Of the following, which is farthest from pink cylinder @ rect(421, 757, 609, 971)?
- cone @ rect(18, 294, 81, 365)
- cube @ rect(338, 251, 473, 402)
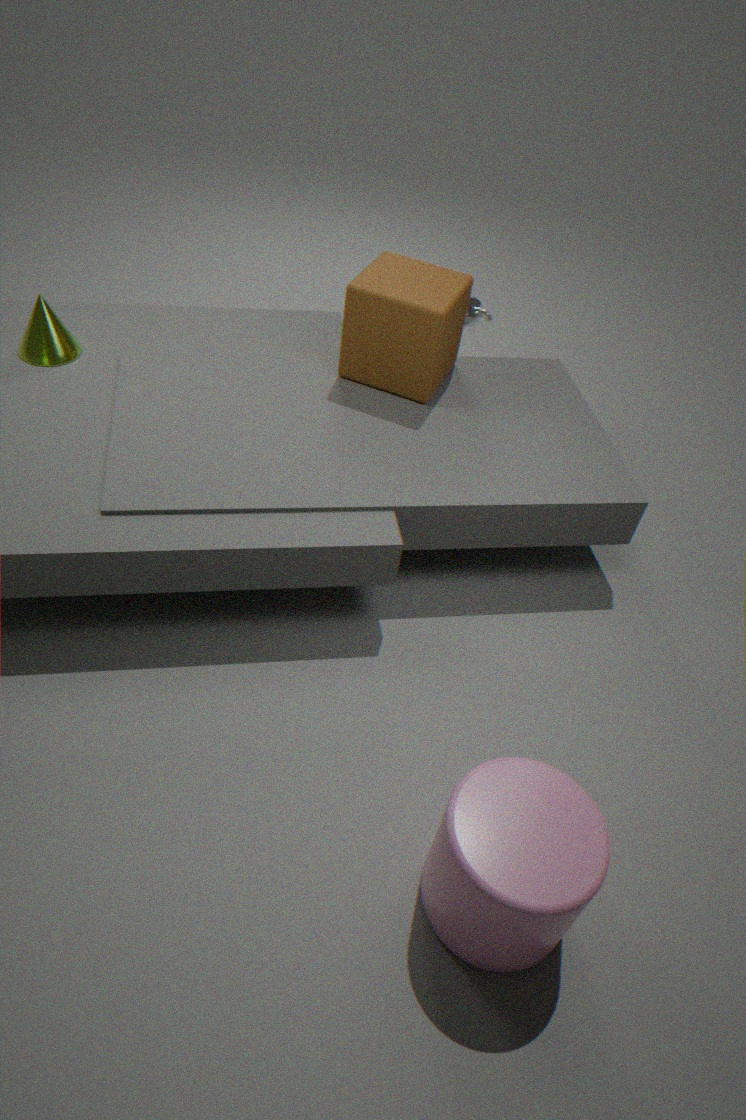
cone @ rect(18, 294, 81, 365)
